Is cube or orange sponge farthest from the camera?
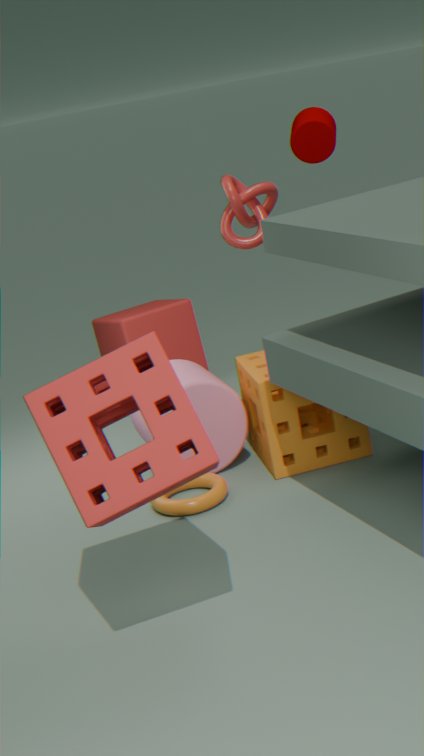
cube
